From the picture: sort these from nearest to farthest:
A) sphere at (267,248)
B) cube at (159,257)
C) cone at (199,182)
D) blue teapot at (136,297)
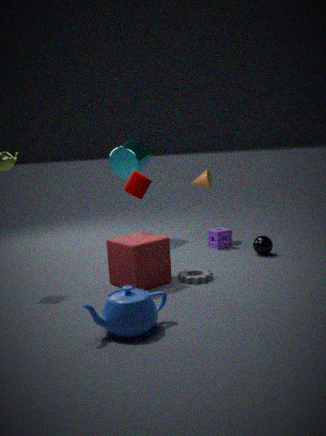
blue teapot at (136,297) → cube at (159,257) → sphere at (267,248) → cone at (199,182)
